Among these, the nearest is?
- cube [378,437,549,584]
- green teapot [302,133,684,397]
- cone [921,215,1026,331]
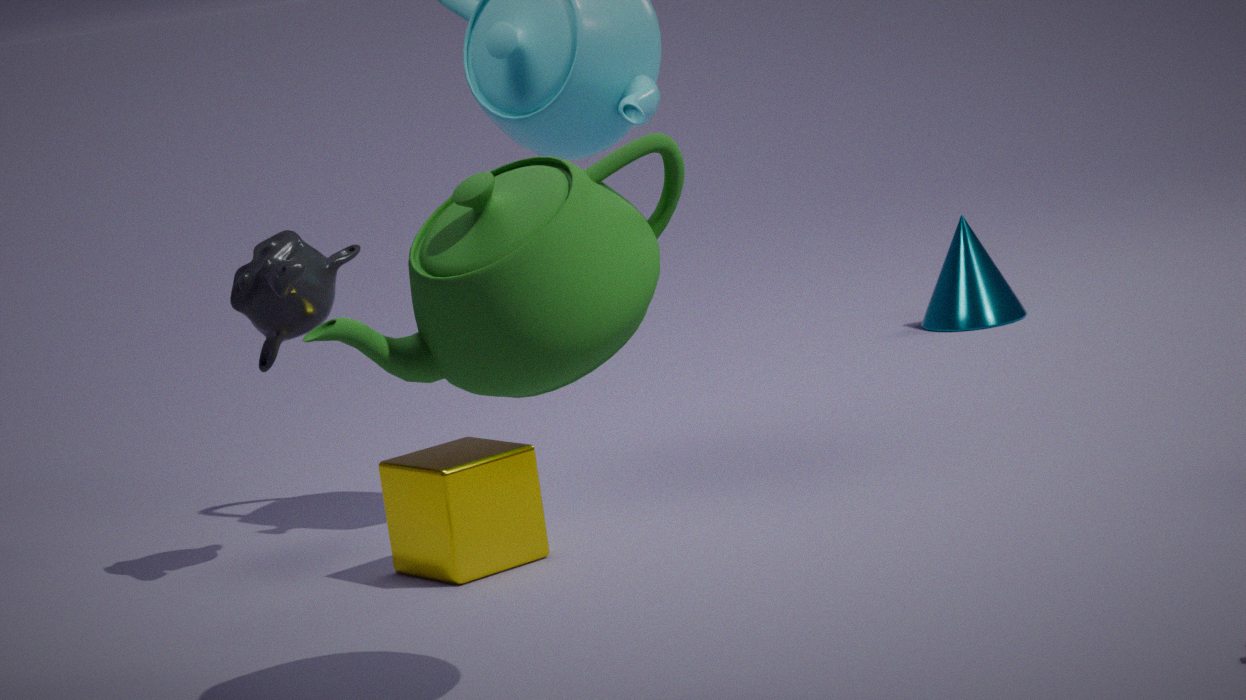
green teapot [302,133,684,397]
